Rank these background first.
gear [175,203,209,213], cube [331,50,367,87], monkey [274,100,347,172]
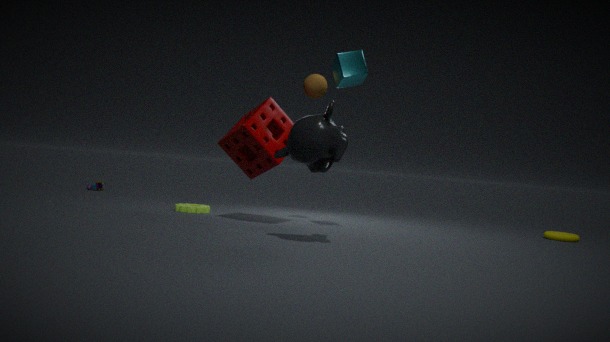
1. gear [175,203,209,213]
2. cube [331,50,367,87]
3. monkey [274,100,347,172]
